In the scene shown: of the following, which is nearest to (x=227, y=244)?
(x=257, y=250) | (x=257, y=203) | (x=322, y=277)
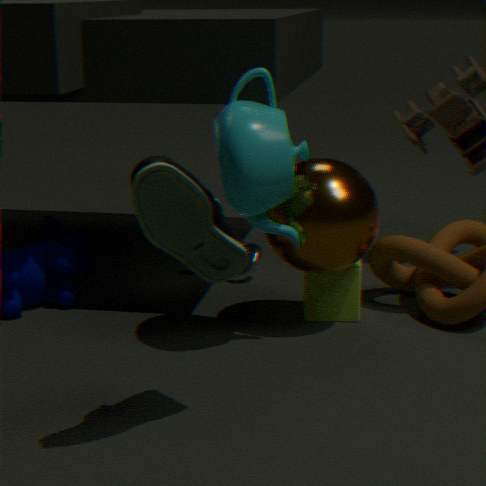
(x=257, y=203)
